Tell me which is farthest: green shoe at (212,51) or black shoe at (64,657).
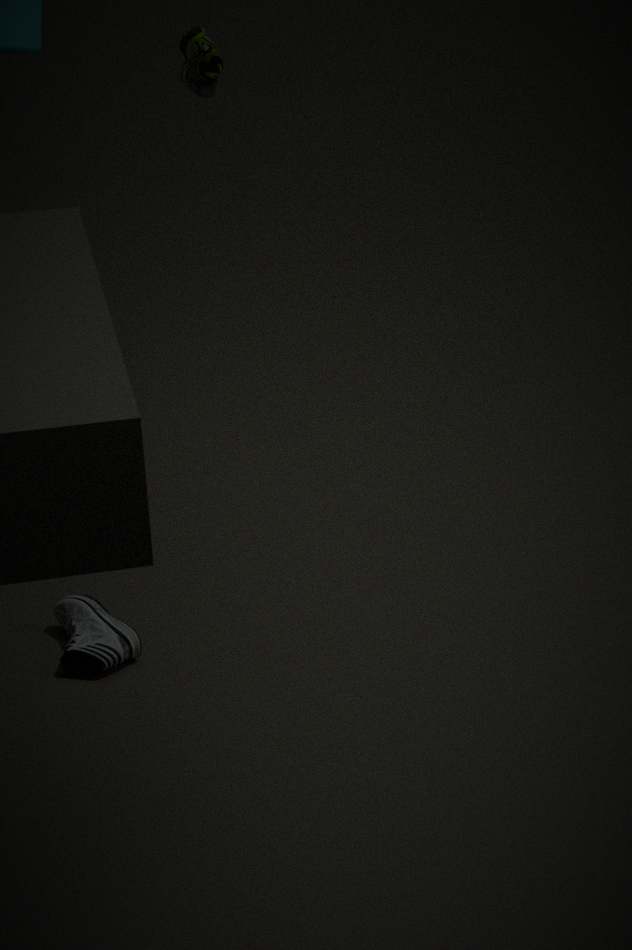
black shoe at (64,657)
